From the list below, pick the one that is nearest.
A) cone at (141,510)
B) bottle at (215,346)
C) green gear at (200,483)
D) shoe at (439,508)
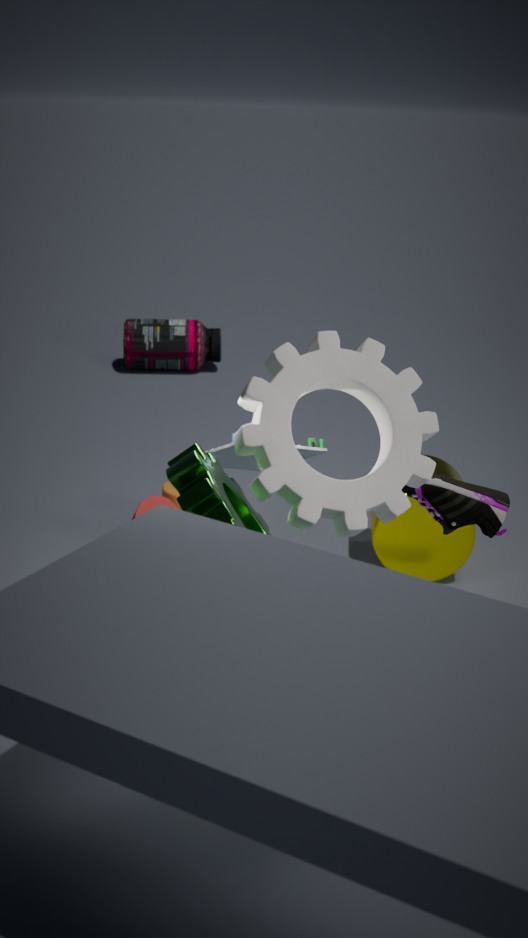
green gear at (200,483)
